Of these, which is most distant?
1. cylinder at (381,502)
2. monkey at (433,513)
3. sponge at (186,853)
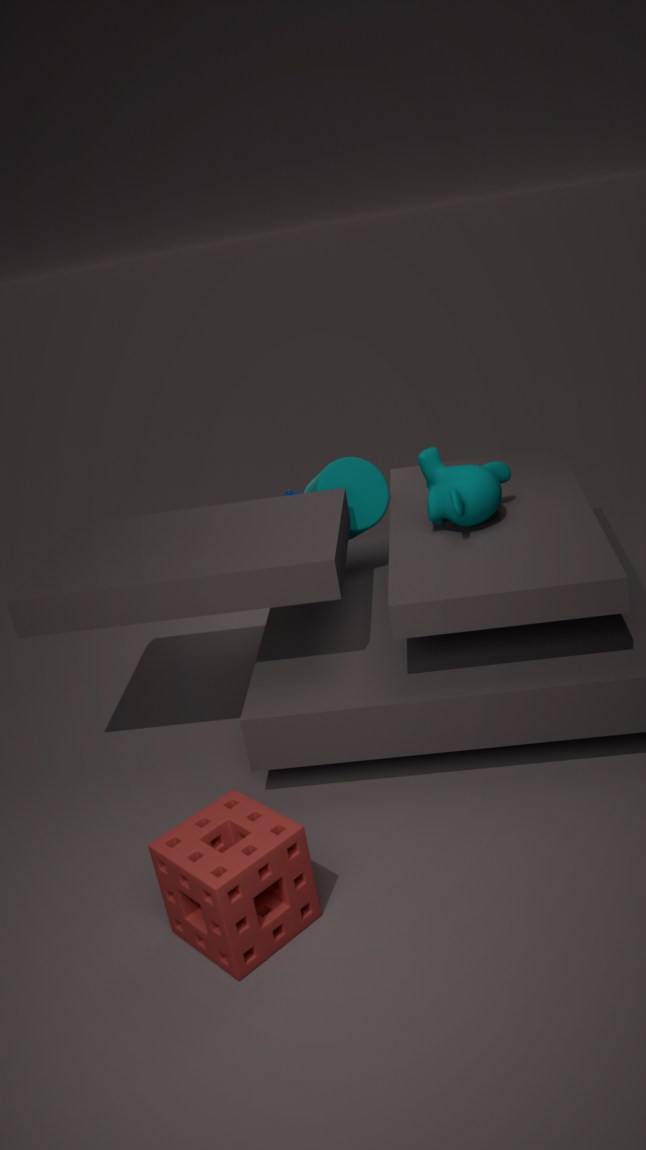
cylinder at (381,502)
